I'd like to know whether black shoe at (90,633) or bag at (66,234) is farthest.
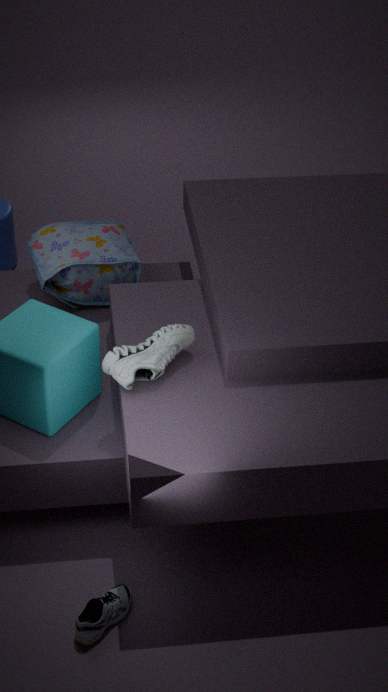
bag at (66,234)
